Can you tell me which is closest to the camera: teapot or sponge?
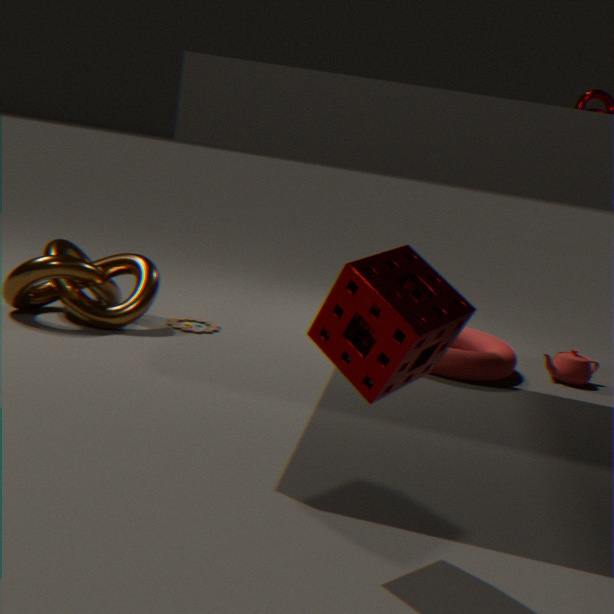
sponge
